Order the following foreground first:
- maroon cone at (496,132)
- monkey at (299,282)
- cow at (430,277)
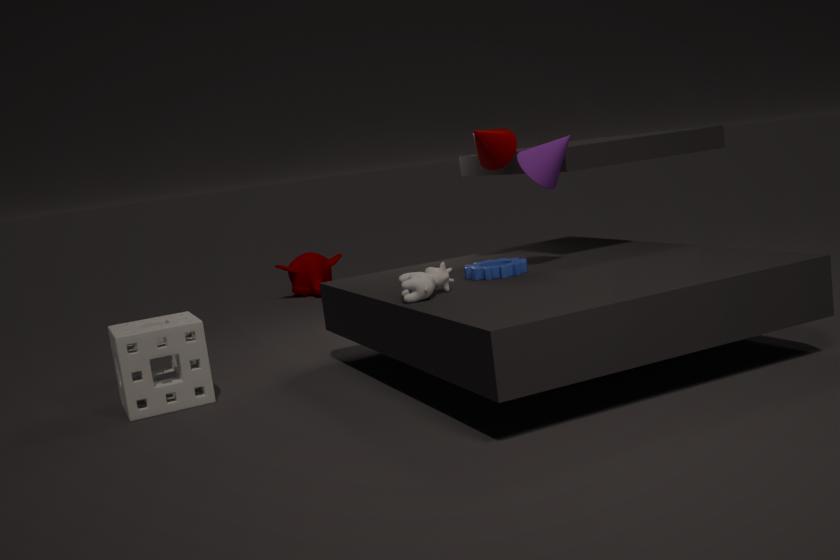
cow at (430,277)
maroon cone at (496,132)
monkey at (299,282)
